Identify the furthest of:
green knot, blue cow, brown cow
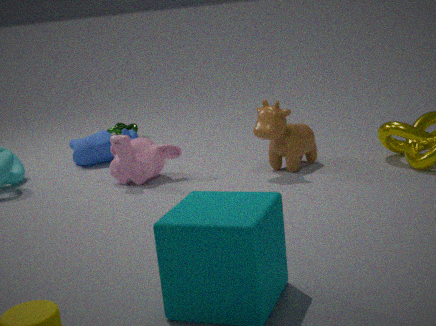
green knot
